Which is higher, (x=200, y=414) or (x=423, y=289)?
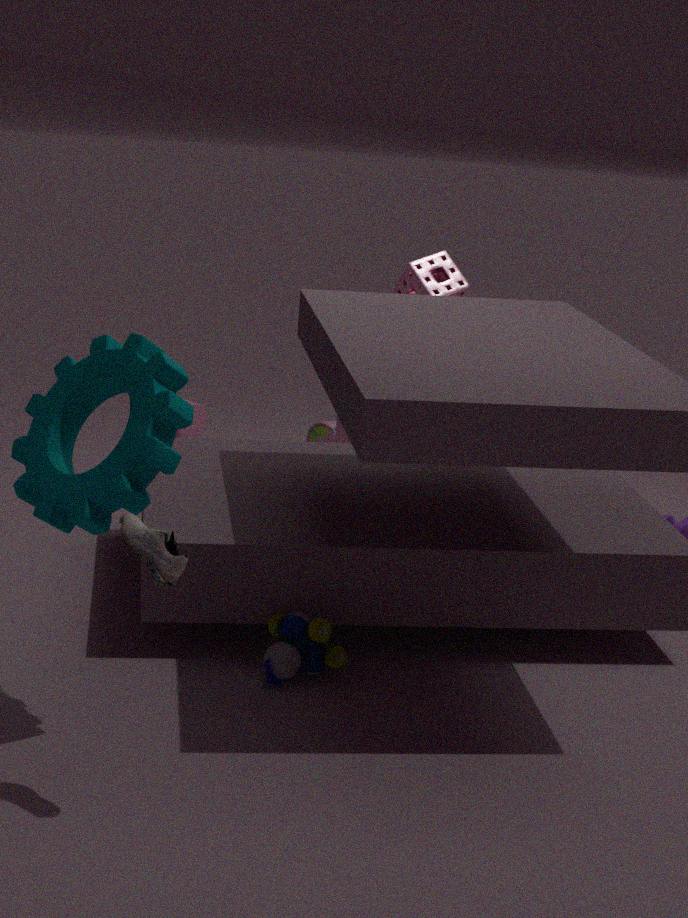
(x=423, y=289)
